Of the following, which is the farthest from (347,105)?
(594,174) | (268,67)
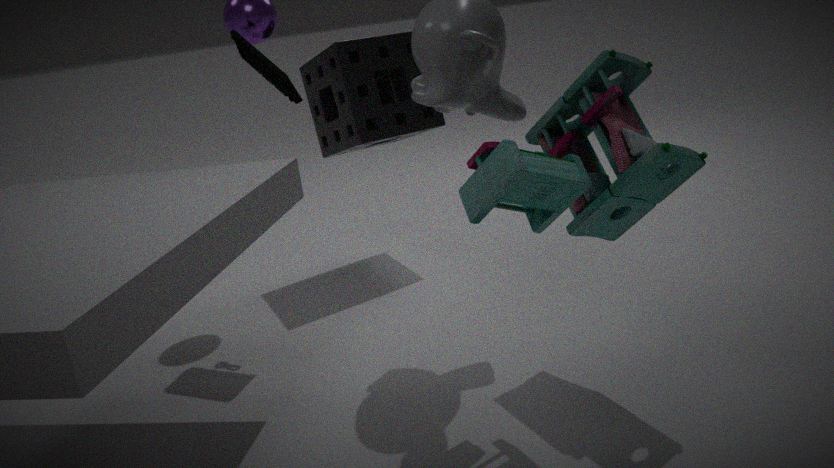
(594,174)
